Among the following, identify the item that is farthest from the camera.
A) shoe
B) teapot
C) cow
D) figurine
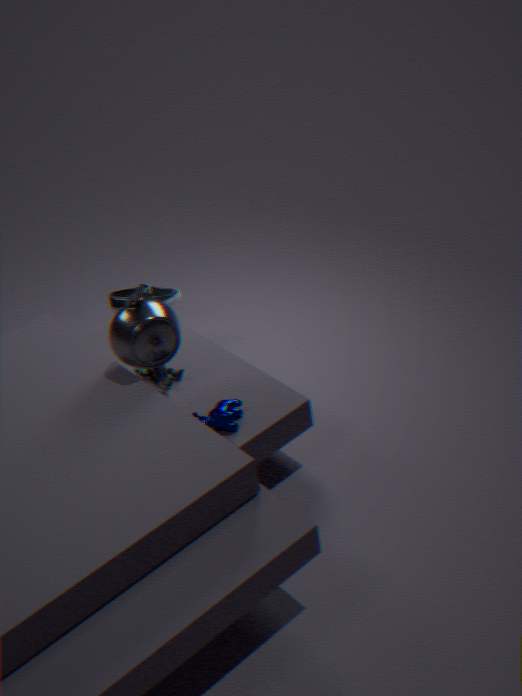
shoe
